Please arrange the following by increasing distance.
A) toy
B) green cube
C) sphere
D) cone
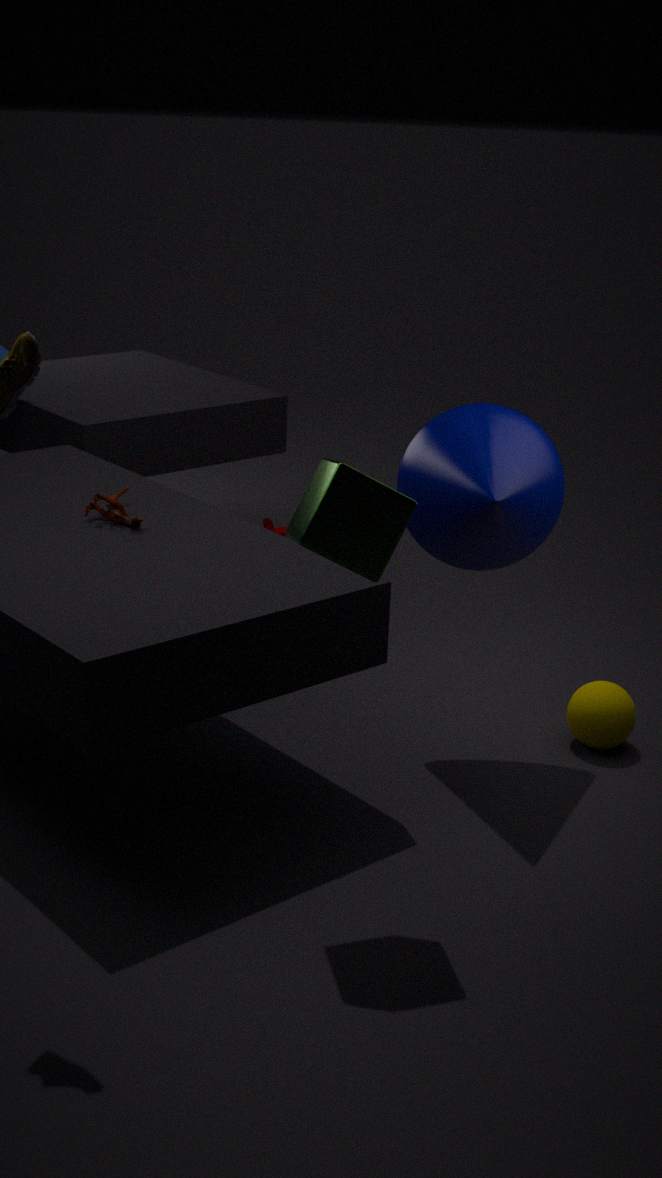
green cube
cone
toy
sphere
